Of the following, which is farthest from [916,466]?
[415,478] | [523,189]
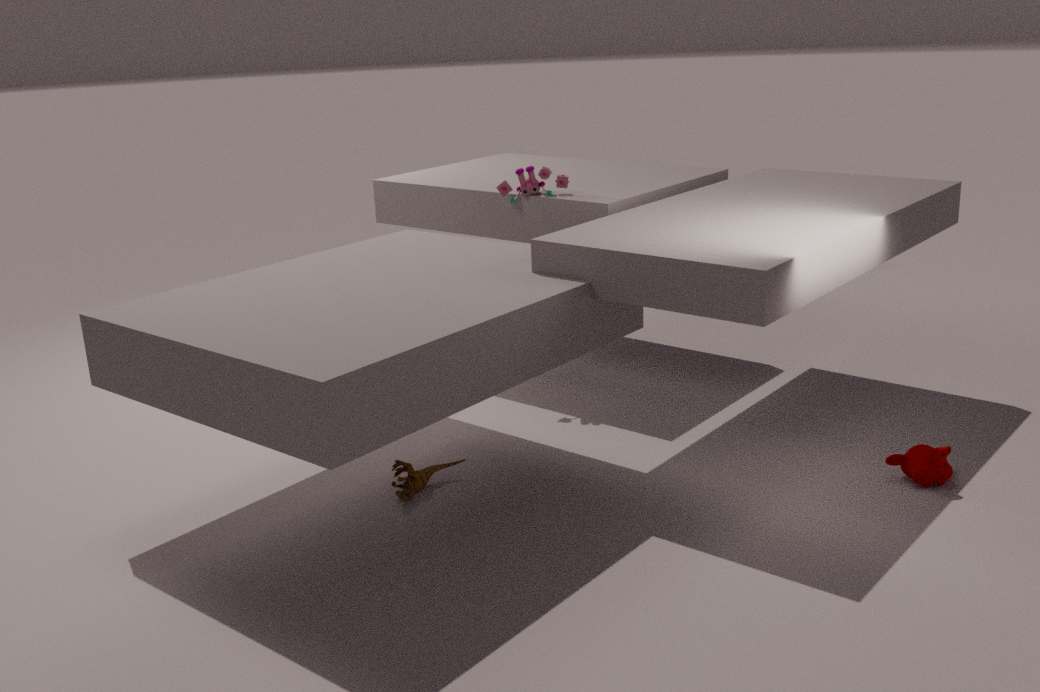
[523,189]
